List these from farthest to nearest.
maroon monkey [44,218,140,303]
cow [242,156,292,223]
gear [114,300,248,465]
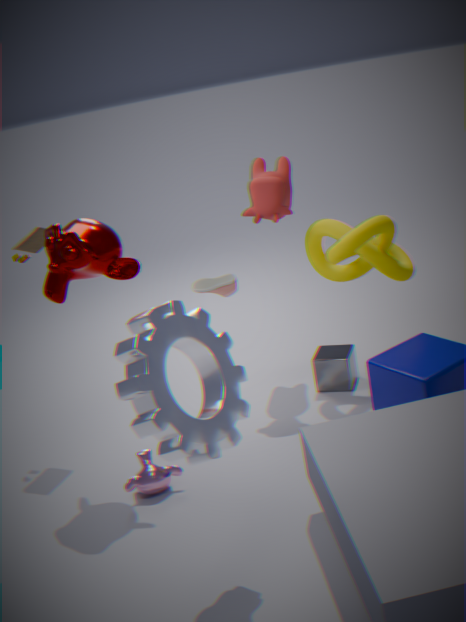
cow [242,156,292,223]
maroon monkey [44,218,140,303]
gear [114,300,248,465]
